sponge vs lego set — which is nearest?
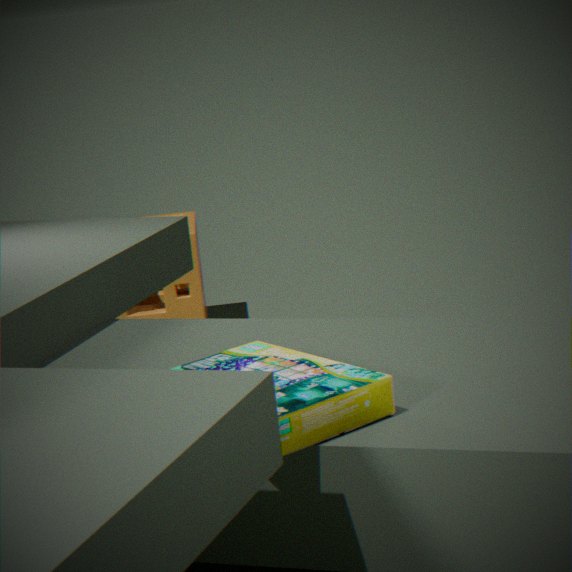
lego set
